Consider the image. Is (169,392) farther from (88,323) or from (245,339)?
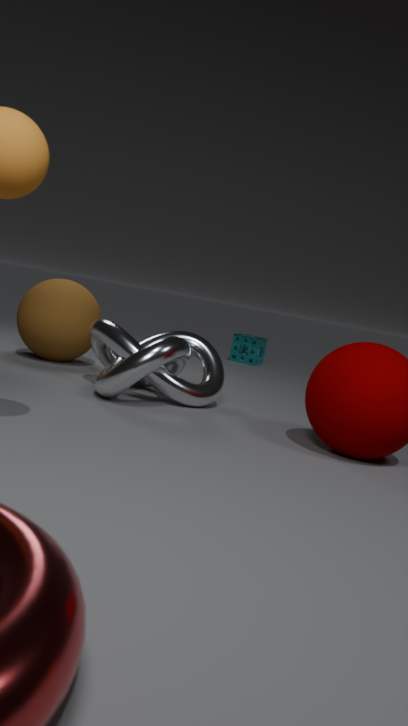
(245,339)
